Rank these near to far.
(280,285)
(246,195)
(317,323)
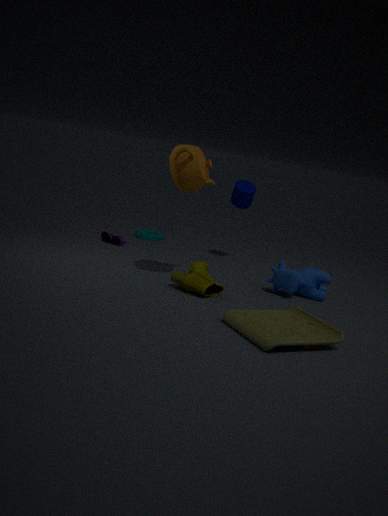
(317,323) < (280,285) < (246,195)
